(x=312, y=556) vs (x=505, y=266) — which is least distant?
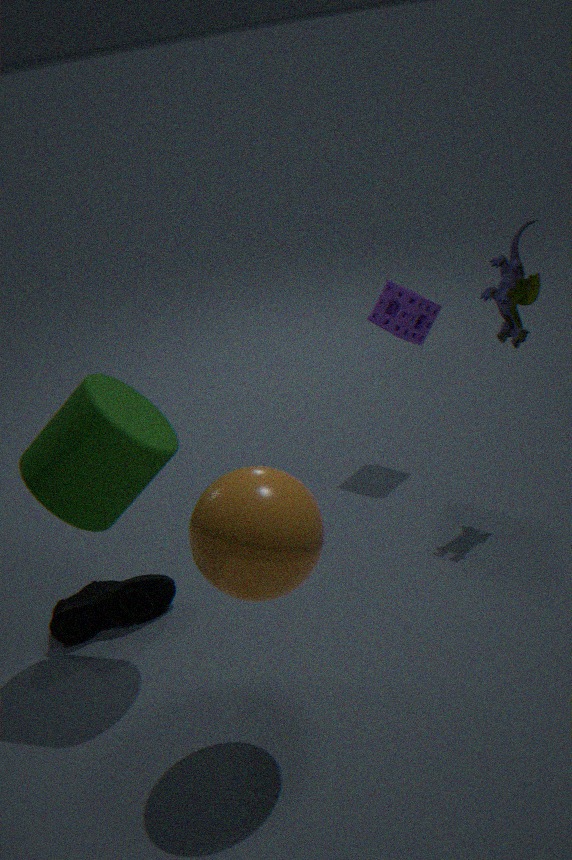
(x=312, y=556)
